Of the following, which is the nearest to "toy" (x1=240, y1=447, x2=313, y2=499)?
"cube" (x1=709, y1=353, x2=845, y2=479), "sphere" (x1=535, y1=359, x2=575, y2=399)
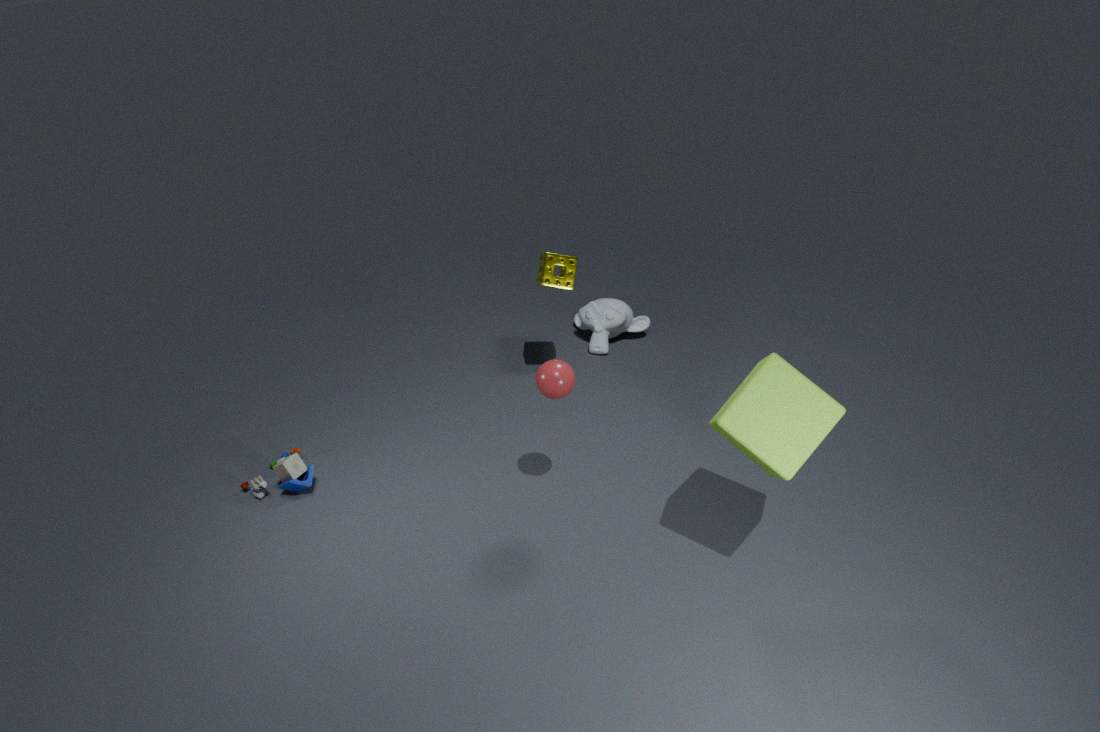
Answer: "sphere" (x1=535, y1=359, x2=575, y2=399)
